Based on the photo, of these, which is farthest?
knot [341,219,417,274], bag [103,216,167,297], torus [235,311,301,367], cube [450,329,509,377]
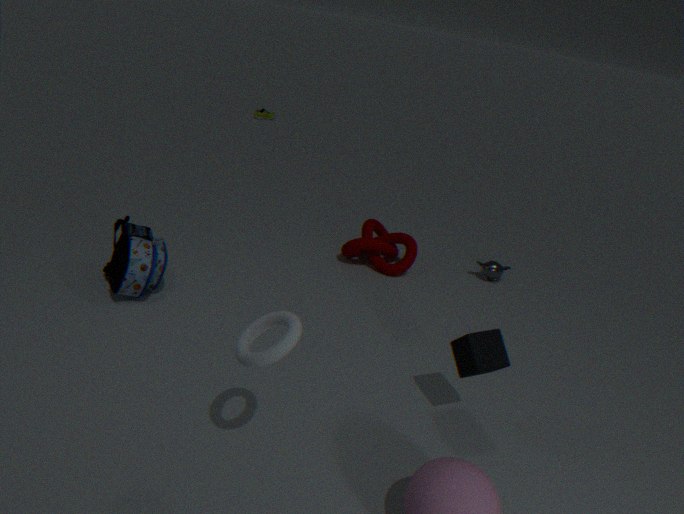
knot [341,219,417,274]
